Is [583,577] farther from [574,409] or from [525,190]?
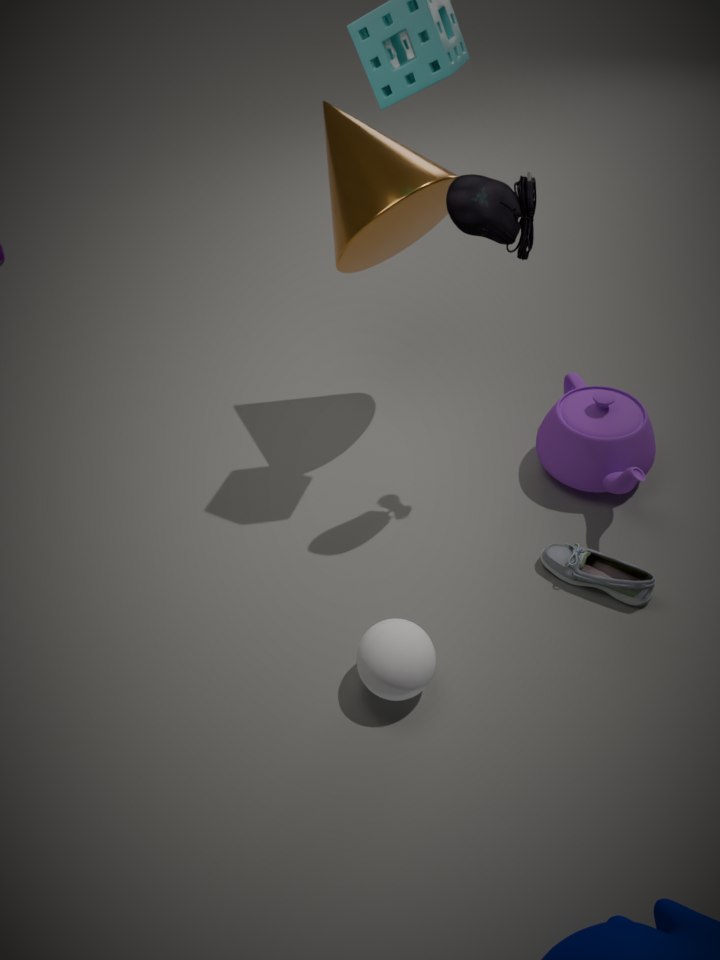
[525,190]
